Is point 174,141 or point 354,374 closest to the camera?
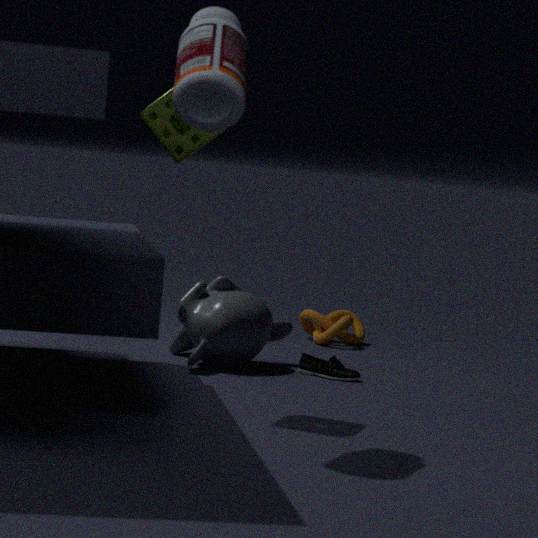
point 174,141
